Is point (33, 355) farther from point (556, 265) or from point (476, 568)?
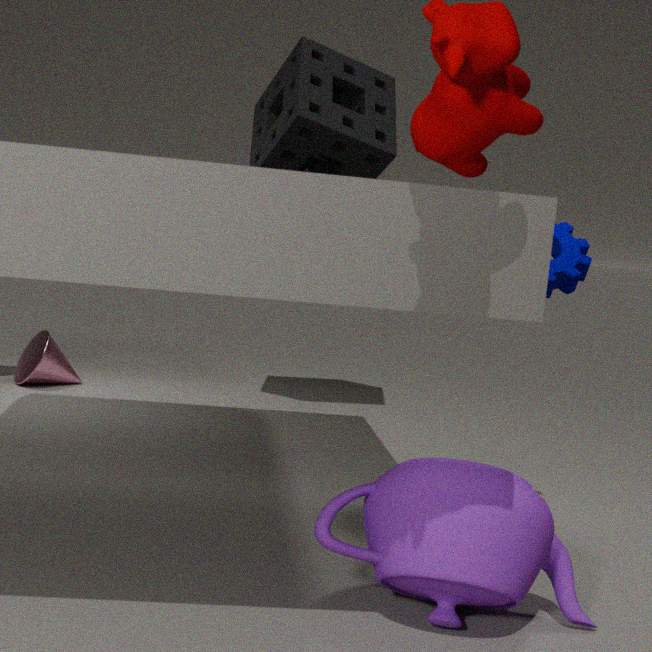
point (476, 568)
